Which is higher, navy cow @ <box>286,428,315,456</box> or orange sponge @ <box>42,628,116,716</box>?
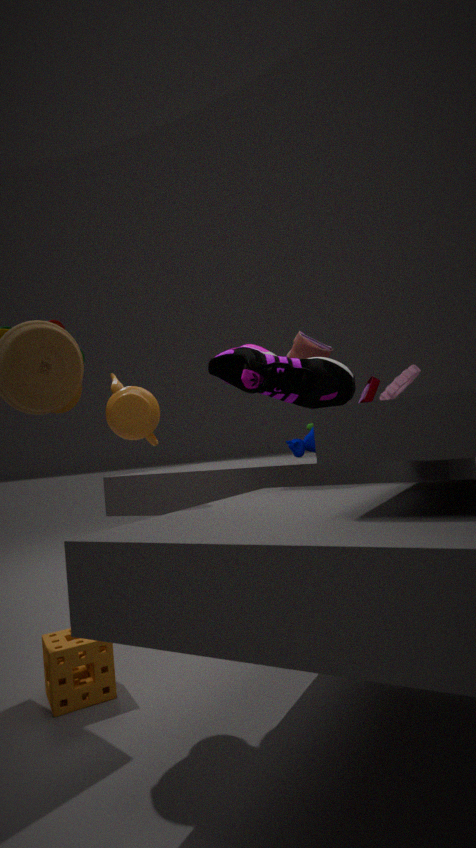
navy cow @ <box>286,428,315,456</box>
